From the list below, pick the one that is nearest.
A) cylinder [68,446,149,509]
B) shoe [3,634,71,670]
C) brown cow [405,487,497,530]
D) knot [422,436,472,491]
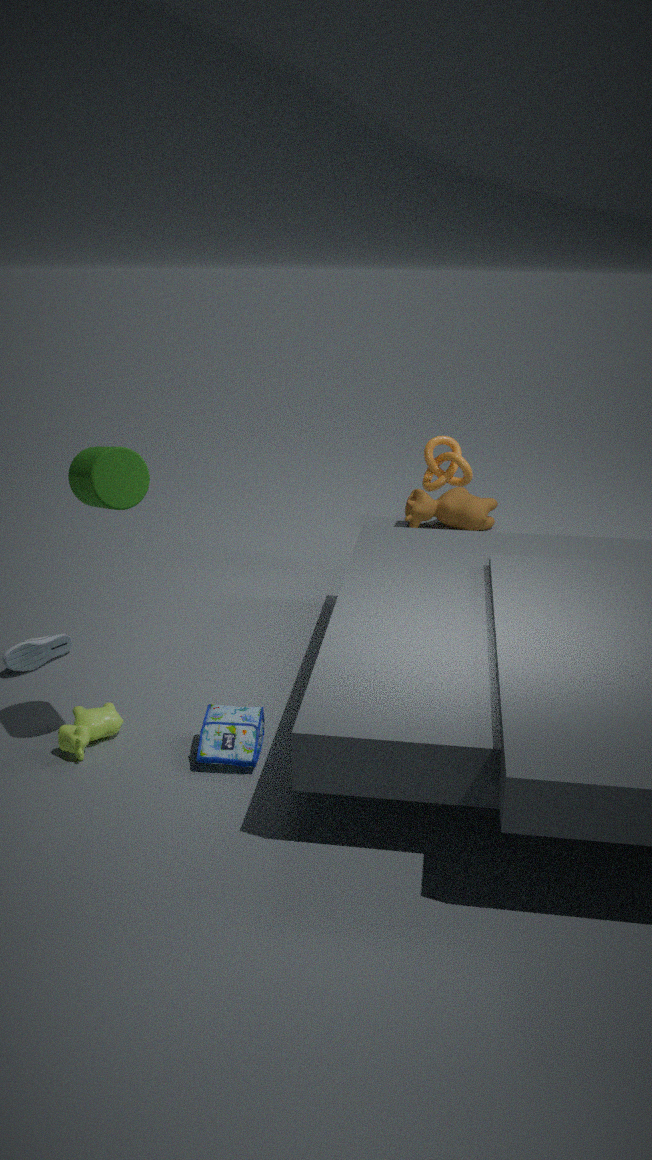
cylinder [68,446,149,509]
